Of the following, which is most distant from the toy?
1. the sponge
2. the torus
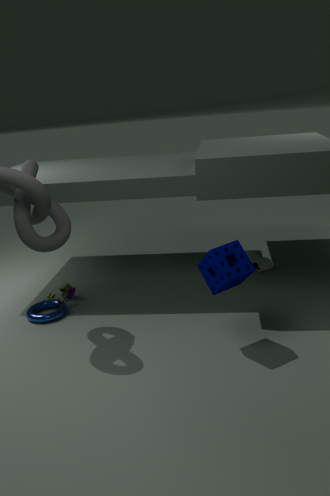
the sponge
